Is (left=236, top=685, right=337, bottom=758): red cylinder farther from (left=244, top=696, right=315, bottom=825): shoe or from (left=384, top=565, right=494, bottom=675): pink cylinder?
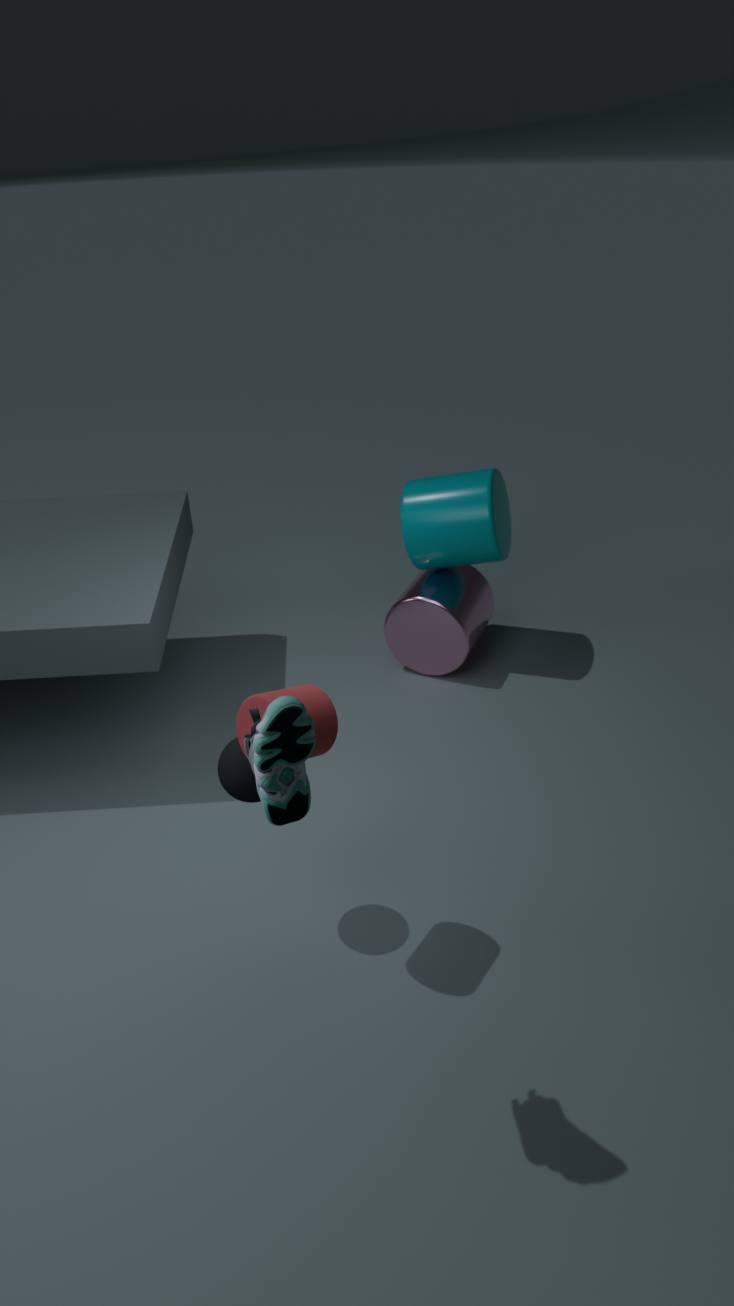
(left=384, top=565, right=494, bottom=675): pink cylinder
